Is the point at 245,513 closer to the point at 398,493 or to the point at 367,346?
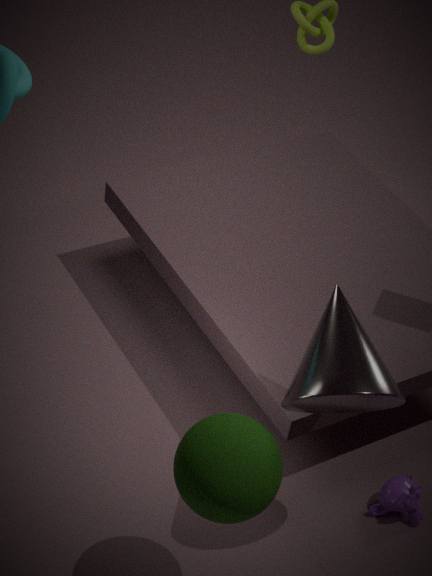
the point at 367,346
